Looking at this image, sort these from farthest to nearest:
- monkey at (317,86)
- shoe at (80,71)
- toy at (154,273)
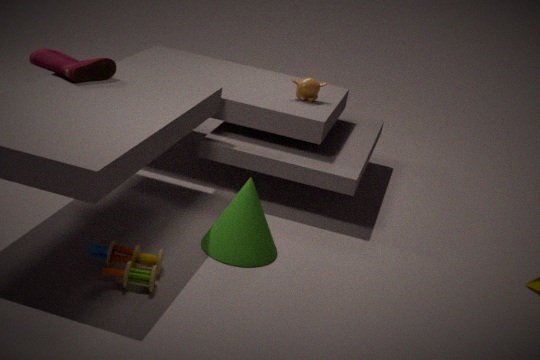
monkey at (317,86), shoe at (80,71), toy at (154,273)
